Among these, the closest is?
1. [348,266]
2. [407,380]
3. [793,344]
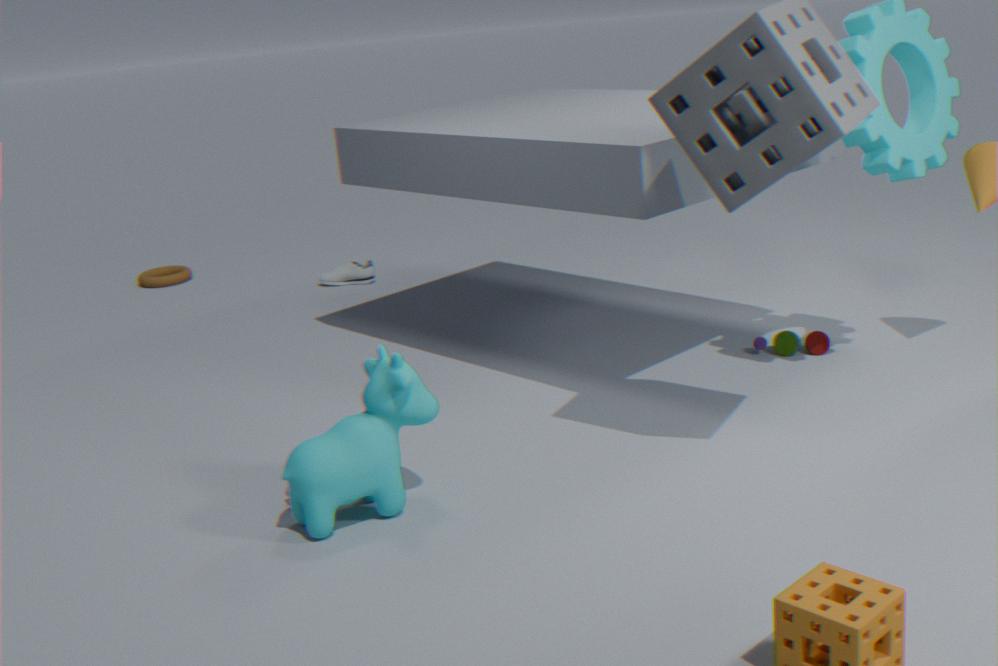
[407,380]
